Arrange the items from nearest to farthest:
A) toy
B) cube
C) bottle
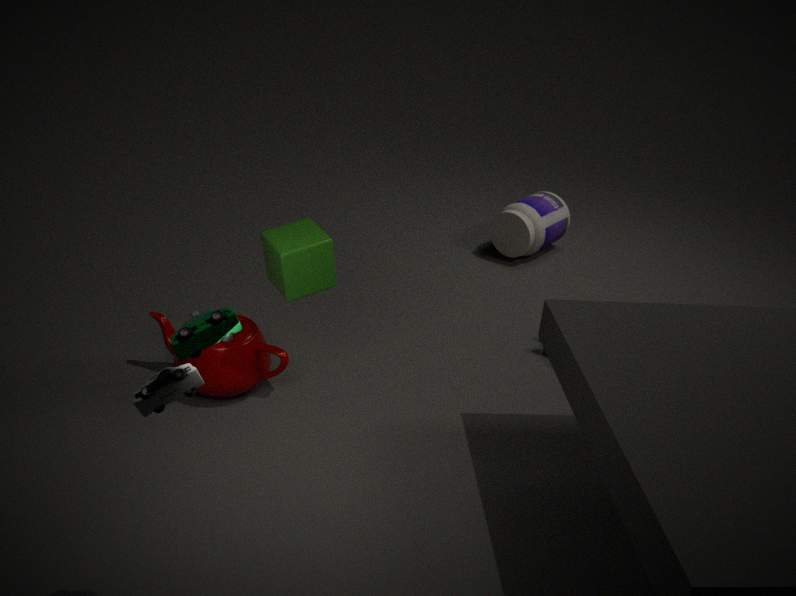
1. toy
2. cube
3. bottle
